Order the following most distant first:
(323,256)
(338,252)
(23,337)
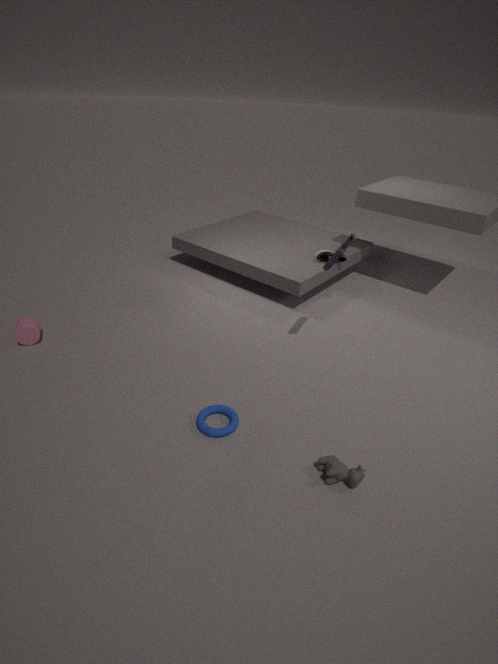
(323,256), (23,337), (338,252)
